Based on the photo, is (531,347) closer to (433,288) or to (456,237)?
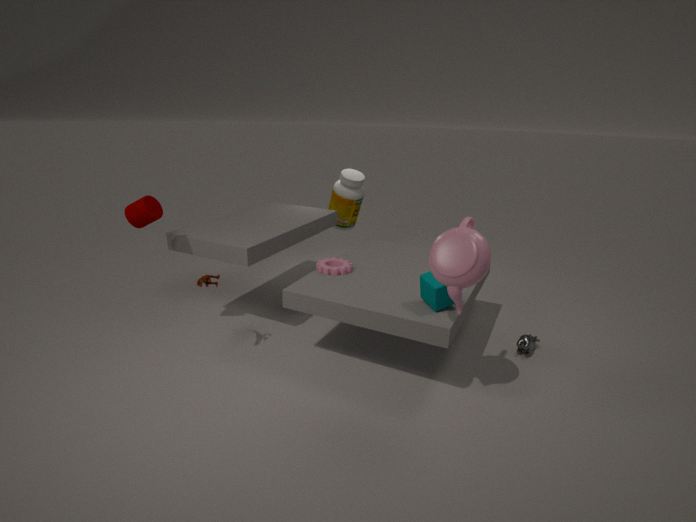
(433,288)
